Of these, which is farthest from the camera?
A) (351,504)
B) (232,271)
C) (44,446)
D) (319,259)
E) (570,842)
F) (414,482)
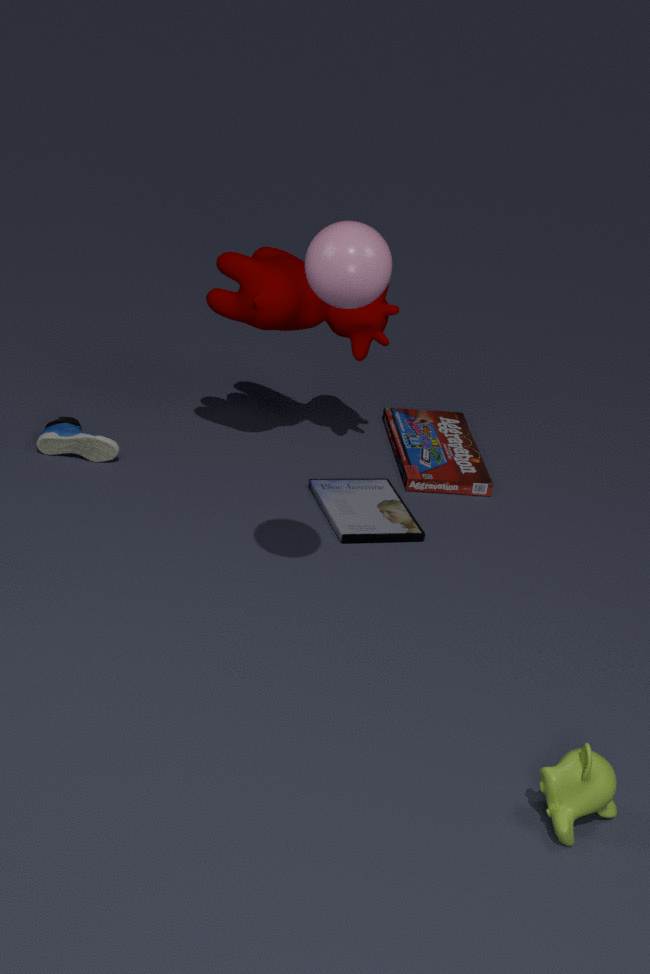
(414,482)
